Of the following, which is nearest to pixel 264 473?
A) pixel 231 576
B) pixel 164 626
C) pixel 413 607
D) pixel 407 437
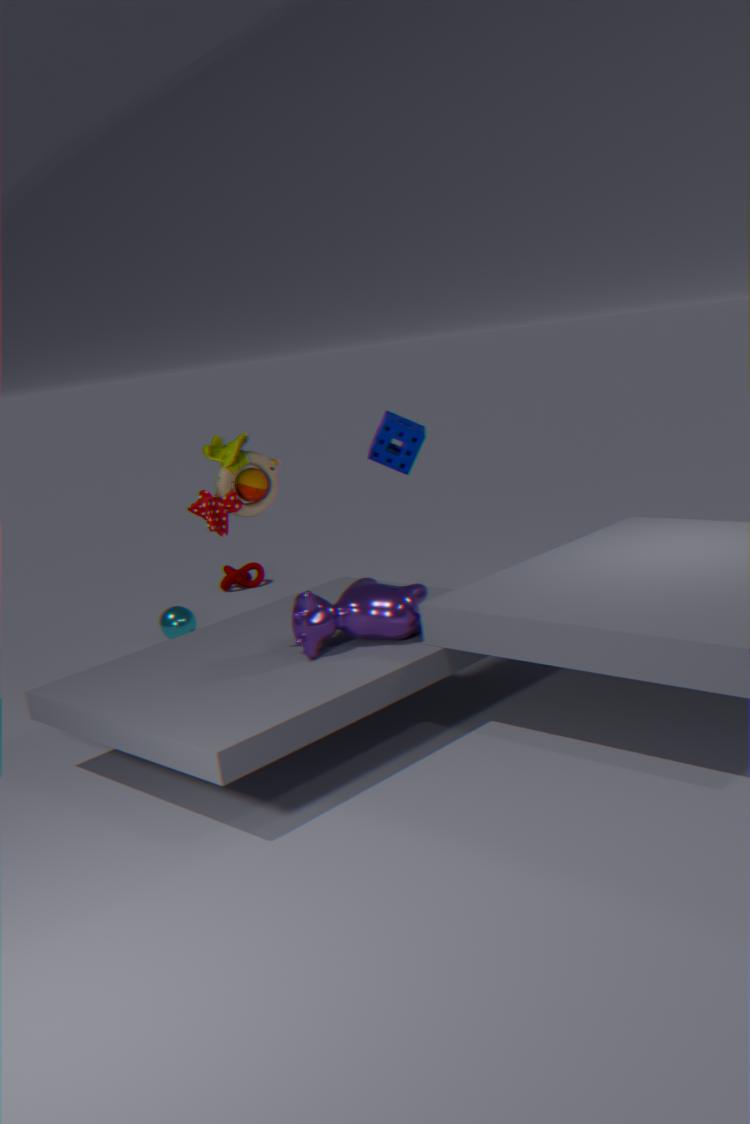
pixel 413 607
